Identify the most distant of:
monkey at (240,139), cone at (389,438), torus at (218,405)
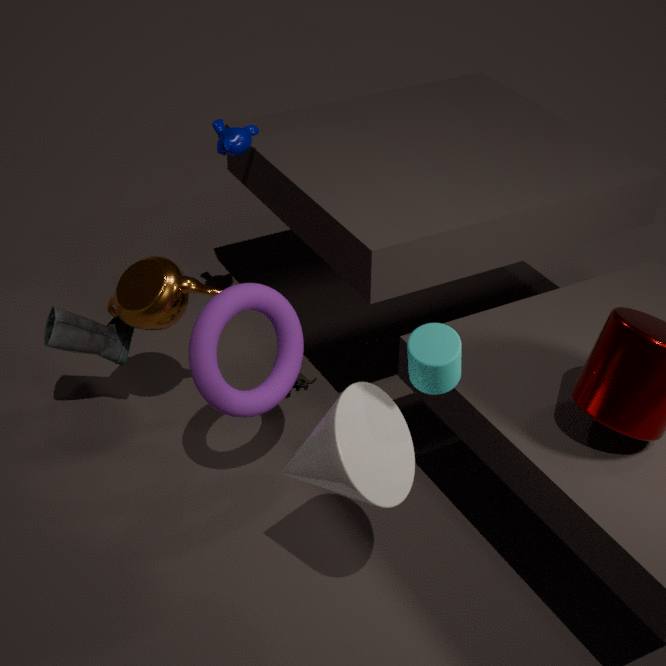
monkey at (240,139)
